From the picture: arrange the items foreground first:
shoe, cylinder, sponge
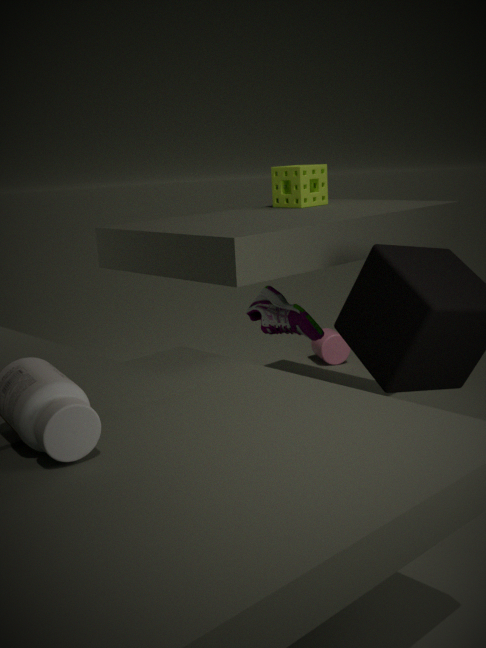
sponge
shoe
cylinder
